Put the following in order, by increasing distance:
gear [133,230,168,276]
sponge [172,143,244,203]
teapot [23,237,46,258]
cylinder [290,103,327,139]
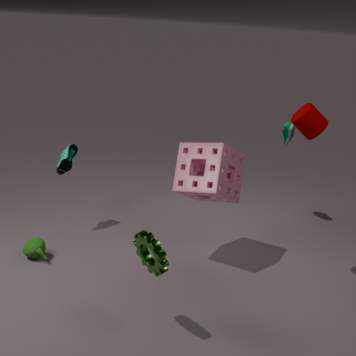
gear [133,230,168,276]
cylinder [290,103,327,139]
sponge [172,143,244,203]
teapot [23,237,46,258]
